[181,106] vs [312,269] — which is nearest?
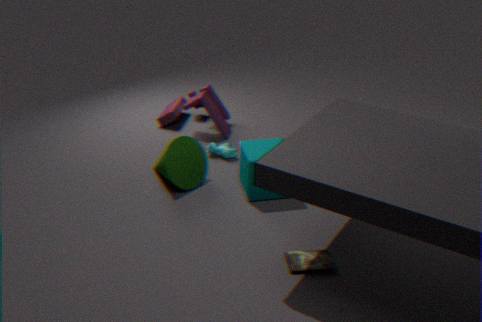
[312,269]
